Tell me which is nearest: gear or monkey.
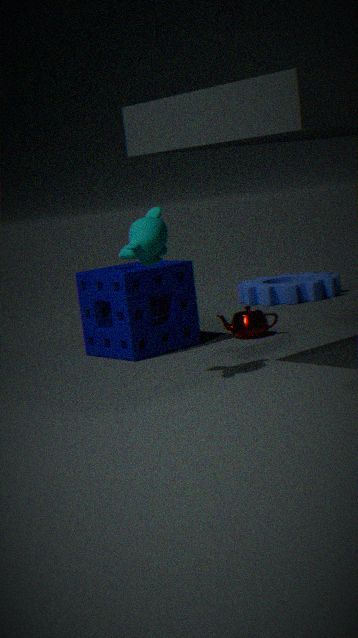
monkey
